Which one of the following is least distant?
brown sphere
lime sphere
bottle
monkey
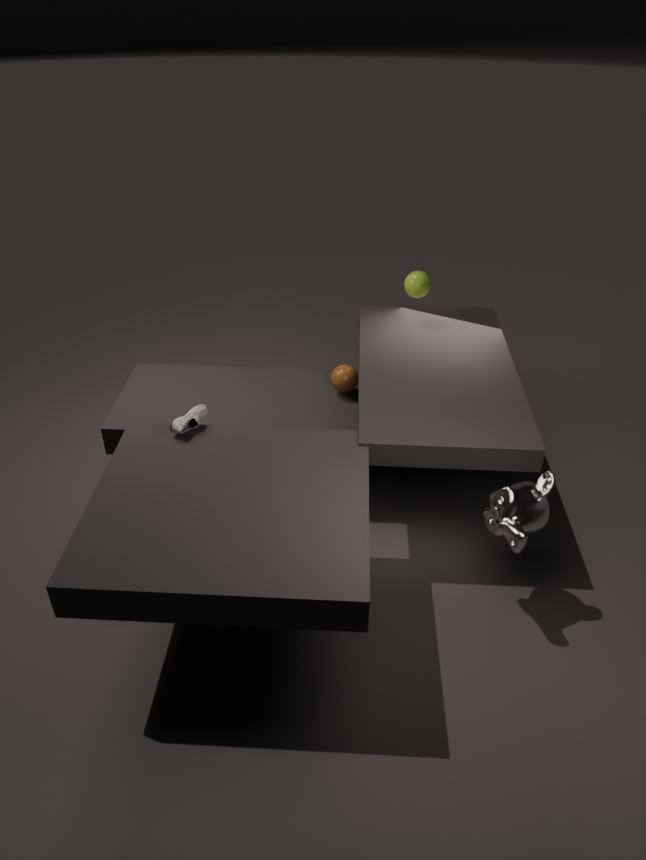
monkey
